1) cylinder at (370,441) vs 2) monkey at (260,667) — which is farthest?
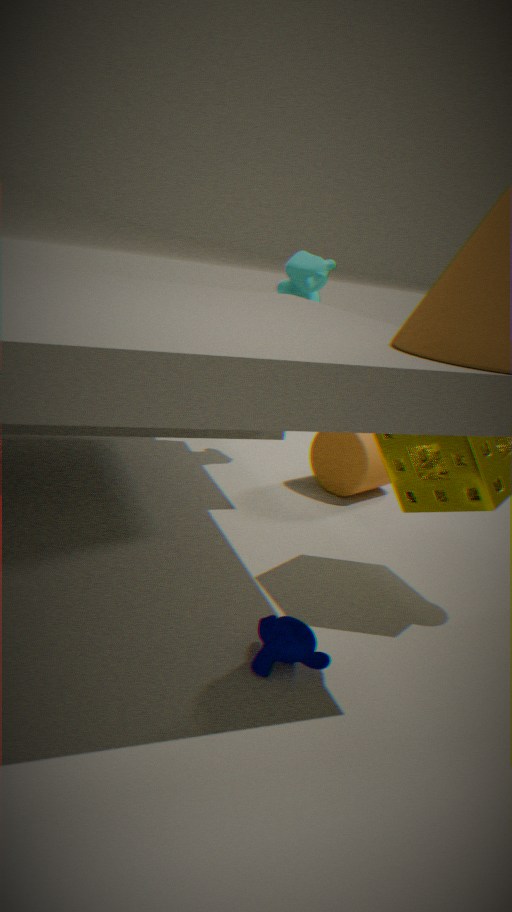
1. cylinder at (370,441)
